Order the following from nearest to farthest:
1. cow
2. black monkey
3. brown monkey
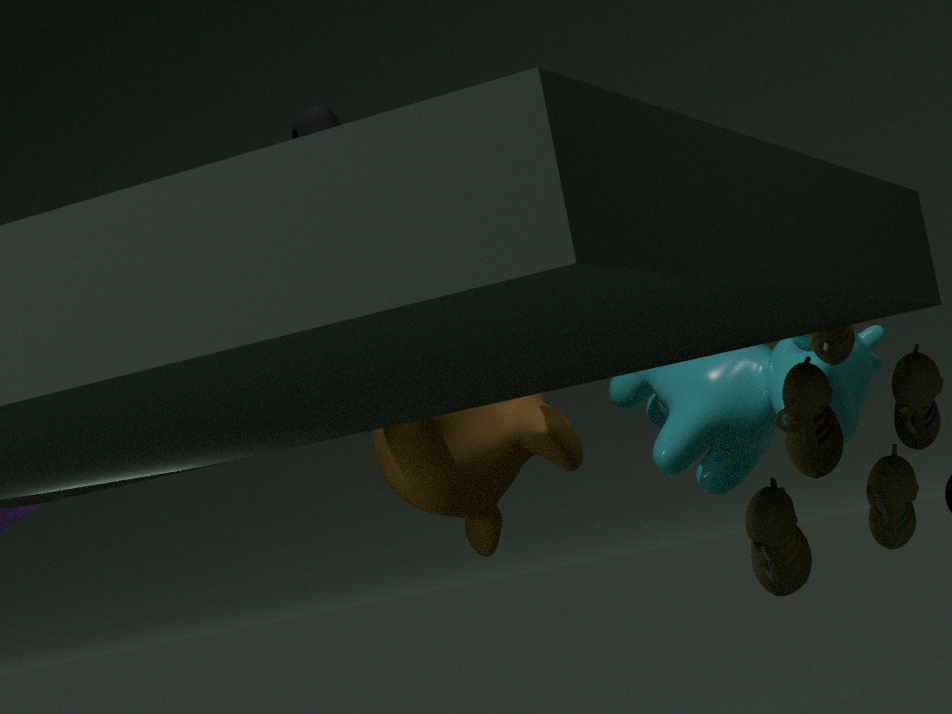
1. black monkey
2. cow
3. brown monkey
